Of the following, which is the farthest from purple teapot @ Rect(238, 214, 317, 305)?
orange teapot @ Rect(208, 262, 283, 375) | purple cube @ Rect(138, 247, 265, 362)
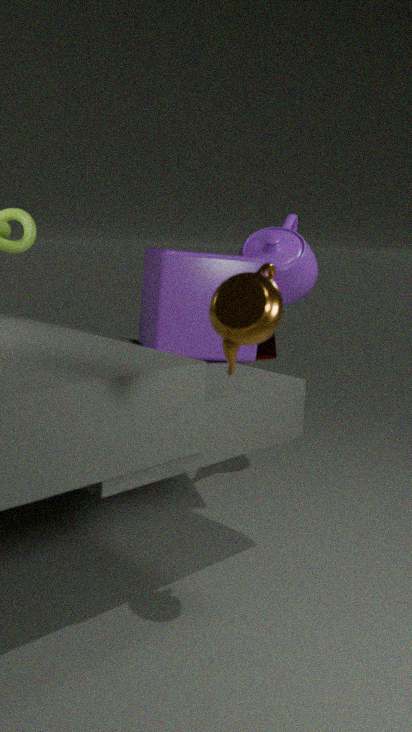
orange teapot @ Rect(208, 262, 283, 375)
